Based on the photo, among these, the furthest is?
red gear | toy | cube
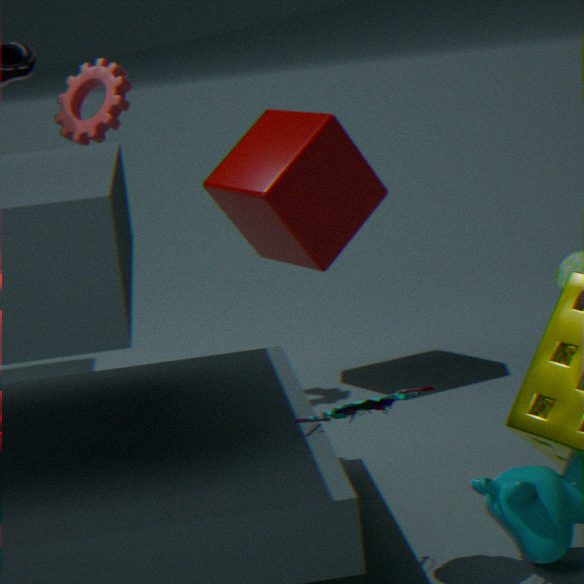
cube
